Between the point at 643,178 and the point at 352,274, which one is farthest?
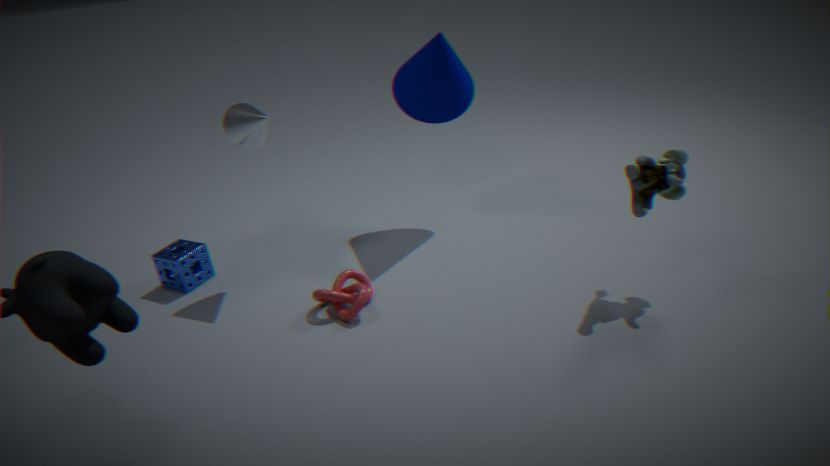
the point at 352,274
